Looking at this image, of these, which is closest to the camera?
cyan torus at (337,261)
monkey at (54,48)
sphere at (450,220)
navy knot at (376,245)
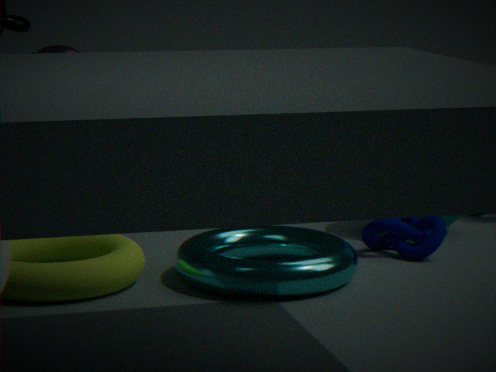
cyan torus at (337,261)
